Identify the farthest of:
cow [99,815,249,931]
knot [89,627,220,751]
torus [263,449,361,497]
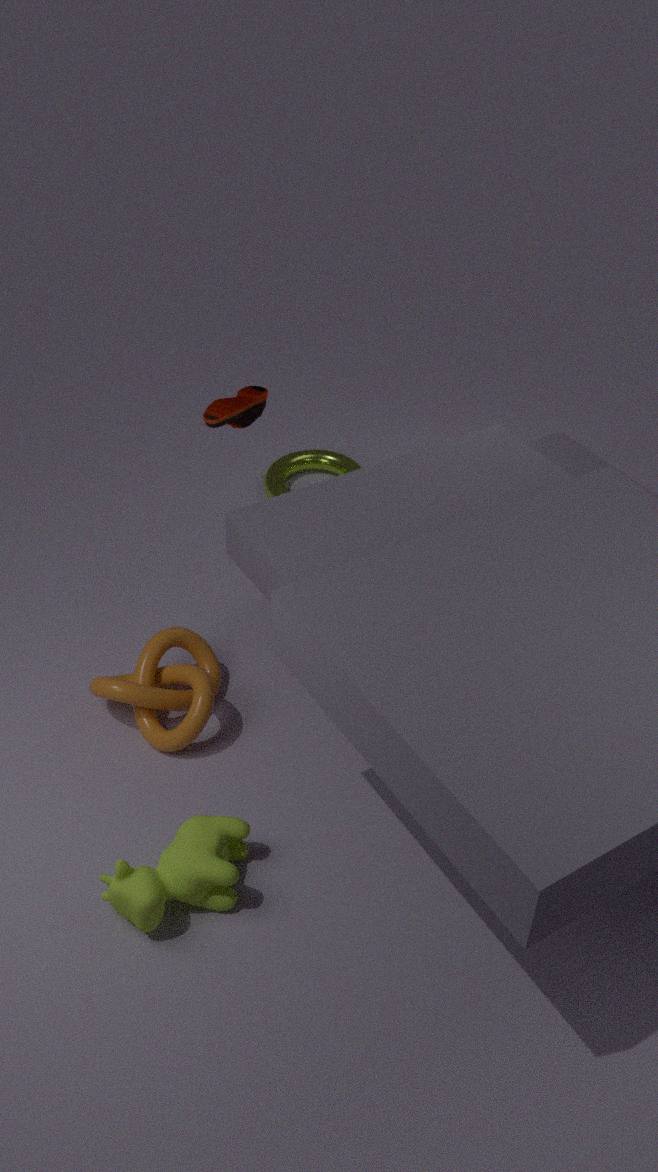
torus [263,449,361,497]
